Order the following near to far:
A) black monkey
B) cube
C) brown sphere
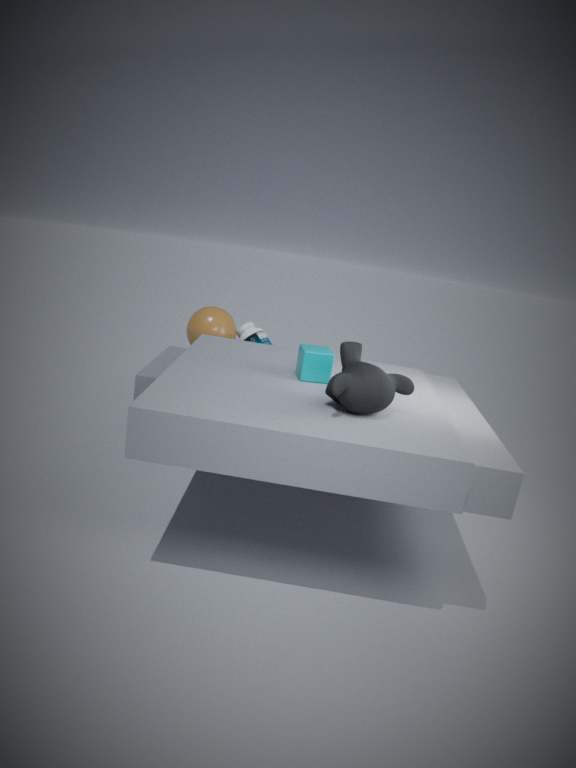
black monkey → cube → brown sphere
